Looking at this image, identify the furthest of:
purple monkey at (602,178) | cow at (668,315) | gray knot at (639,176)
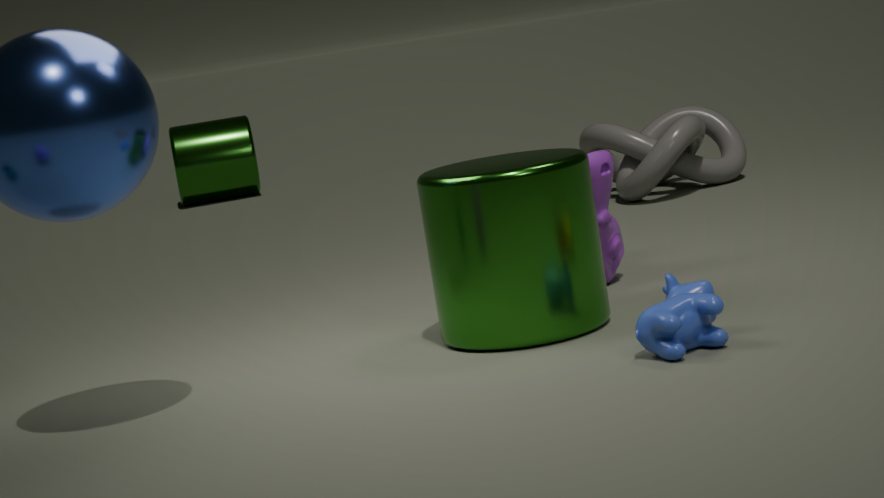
gray knot at (639,176)
